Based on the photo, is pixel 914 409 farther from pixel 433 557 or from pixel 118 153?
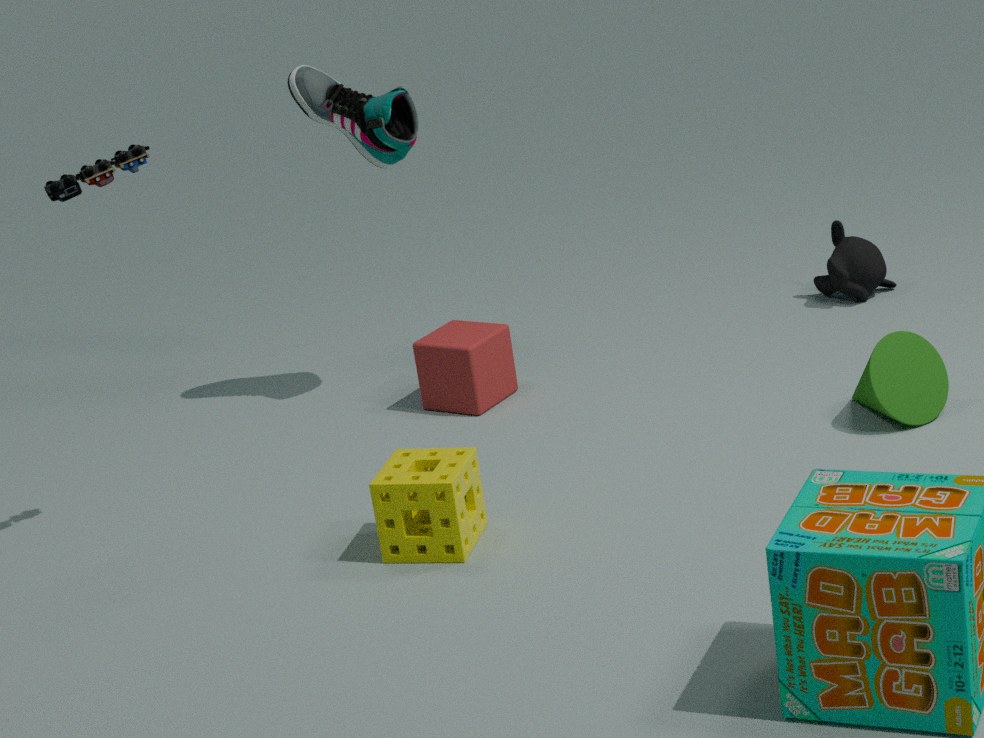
pixel 118 153
